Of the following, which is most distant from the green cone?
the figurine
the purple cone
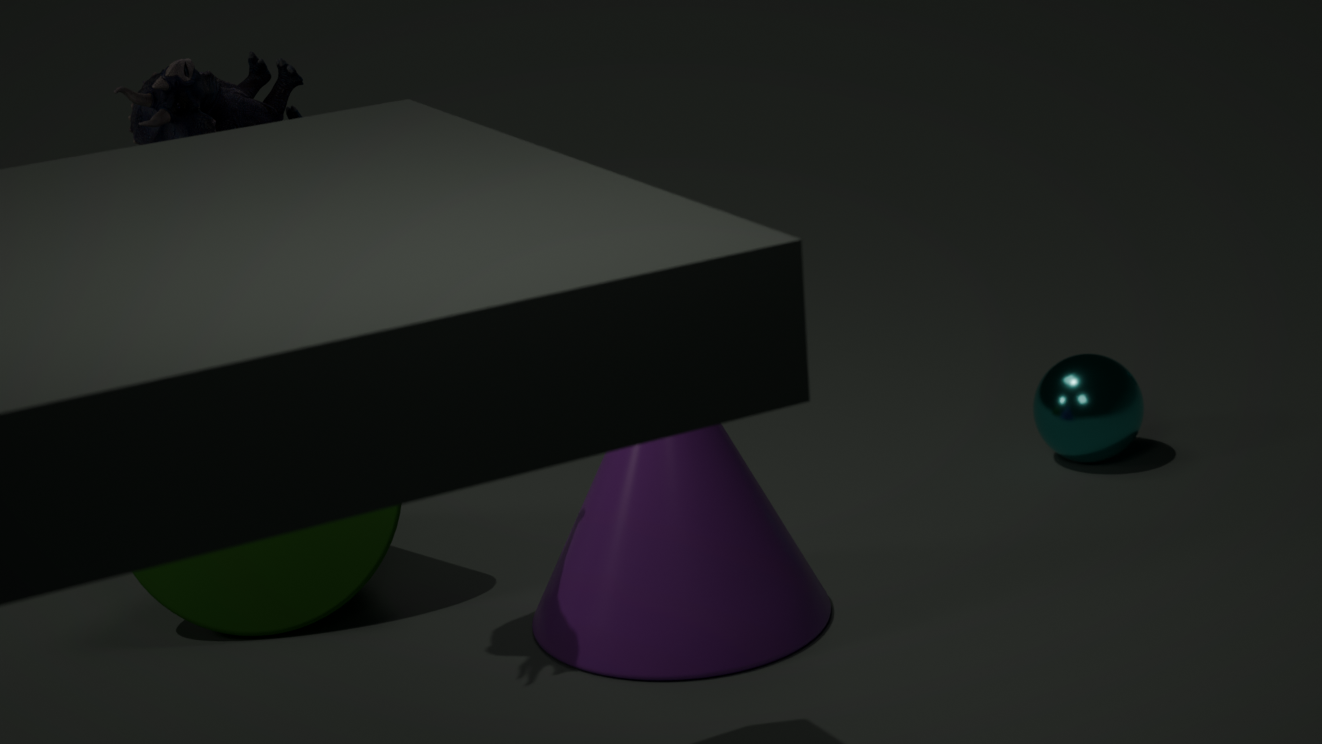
the figurine
